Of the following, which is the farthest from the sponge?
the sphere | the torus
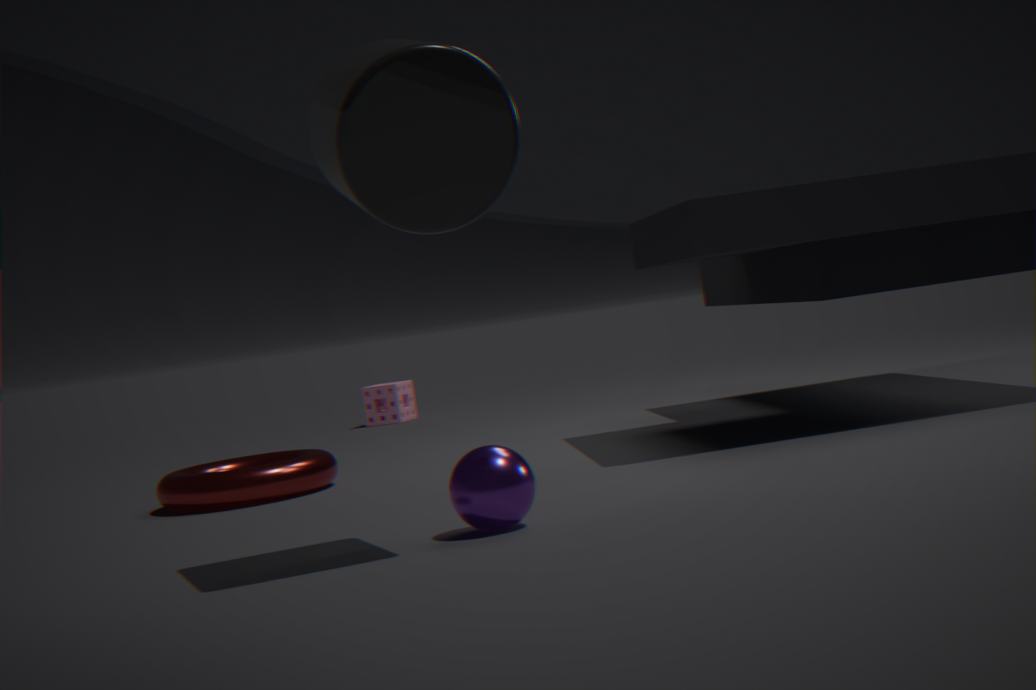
the sphere
